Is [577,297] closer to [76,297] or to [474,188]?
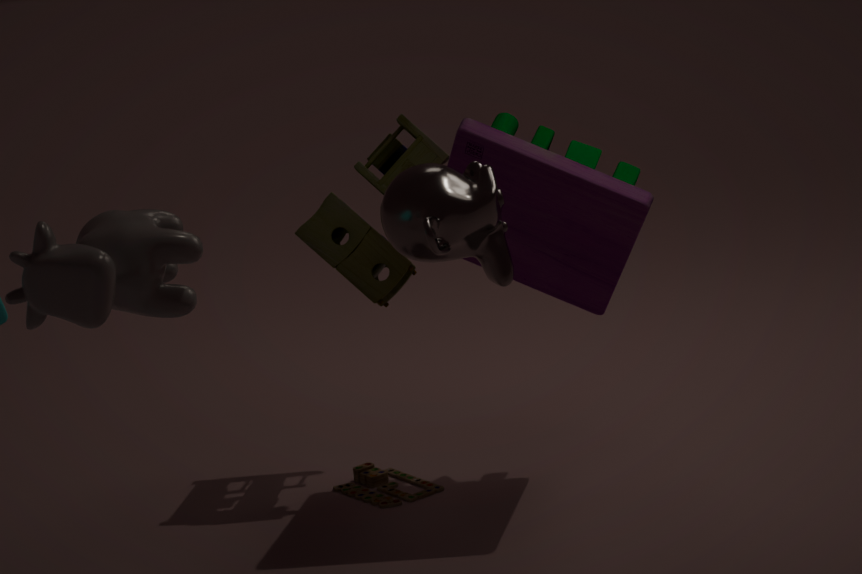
[474,188]
